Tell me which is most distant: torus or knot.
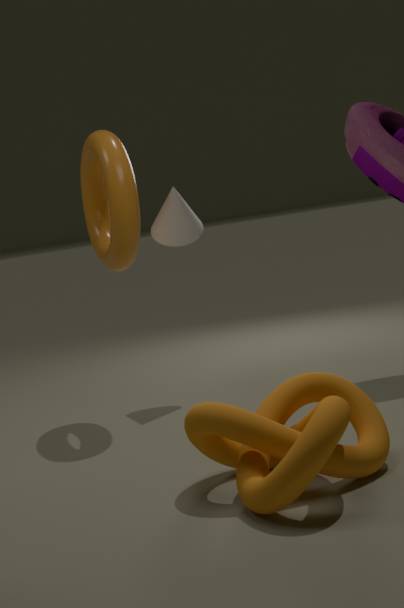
torus
